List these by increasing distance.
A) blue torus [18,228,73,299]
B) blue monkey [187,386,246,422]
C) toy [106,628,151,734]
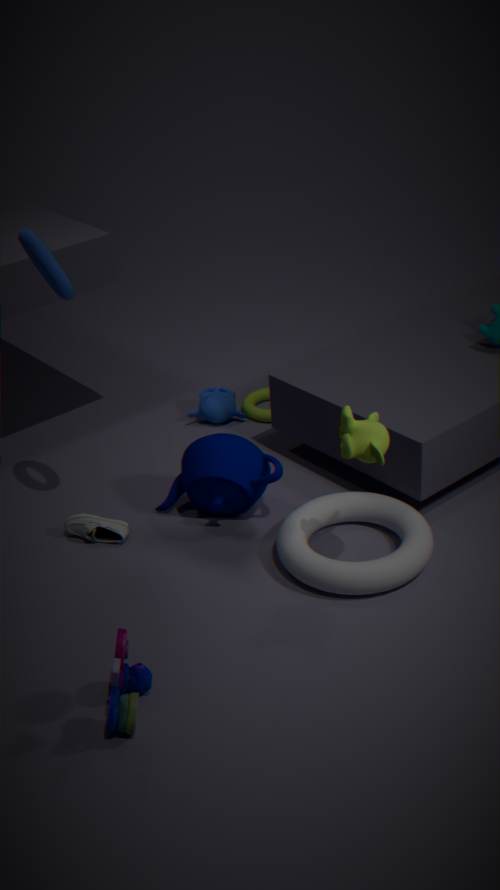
toy [106,628,151,734] < blue torus [18,228,73,299] < blue monkey [187,386,246,422]
